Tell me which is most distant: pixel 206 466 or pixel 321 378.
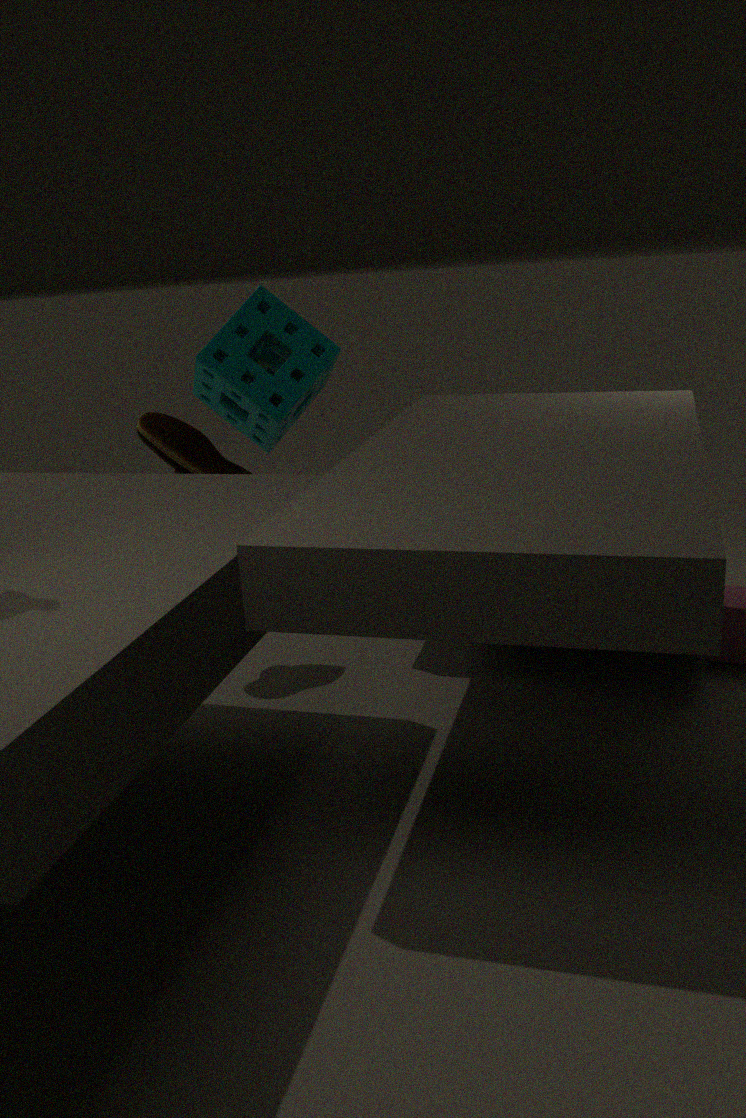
pixel 321 378
